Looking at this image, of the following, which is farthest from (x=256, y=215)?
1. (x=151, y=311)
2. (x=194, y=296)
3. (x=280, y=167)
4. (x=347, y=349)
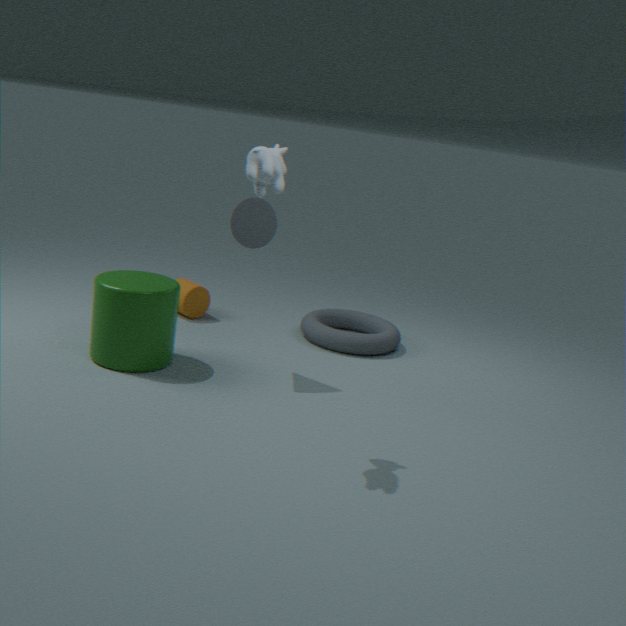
(x=347, y=349)
